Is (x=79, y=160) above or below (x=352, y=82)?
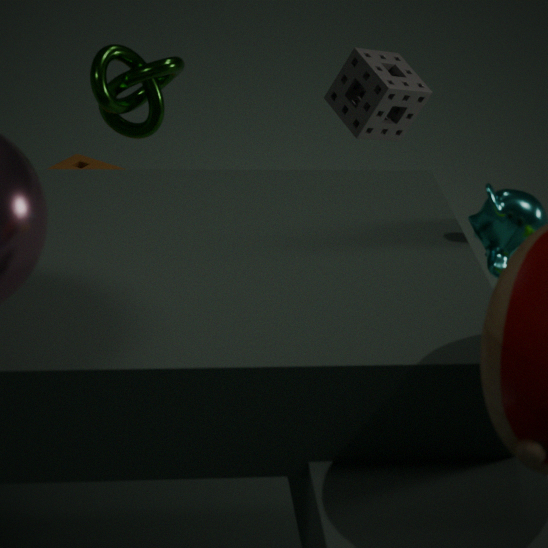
below
